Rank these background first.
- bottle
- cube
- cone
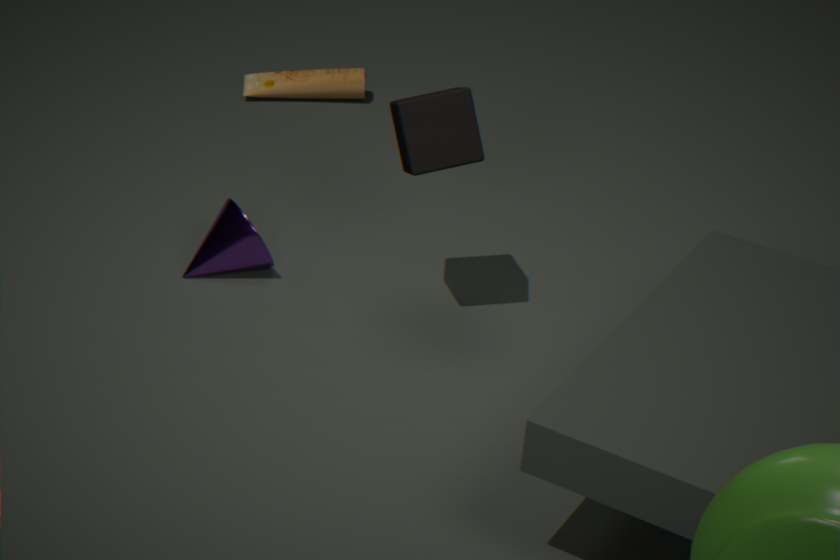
bottle
cone
cube
